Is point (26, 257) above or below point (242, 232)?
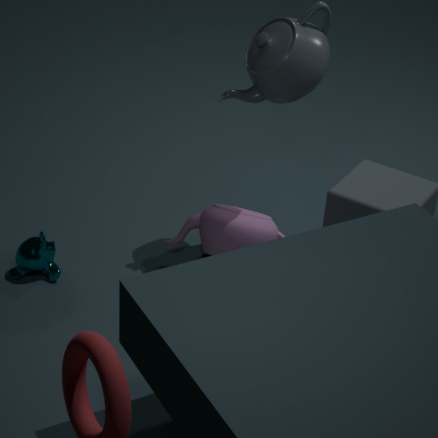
below
